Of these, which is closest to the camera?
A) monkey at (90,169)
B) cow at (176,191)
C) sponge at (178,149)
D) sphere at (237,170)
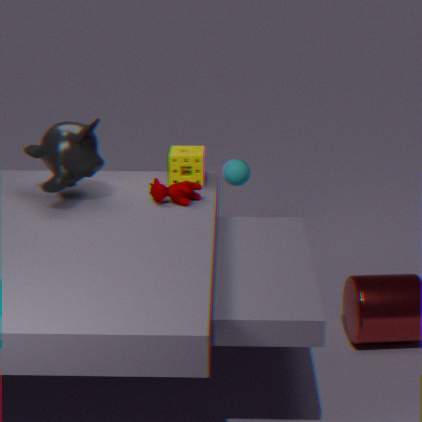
monkey at (90,169)
